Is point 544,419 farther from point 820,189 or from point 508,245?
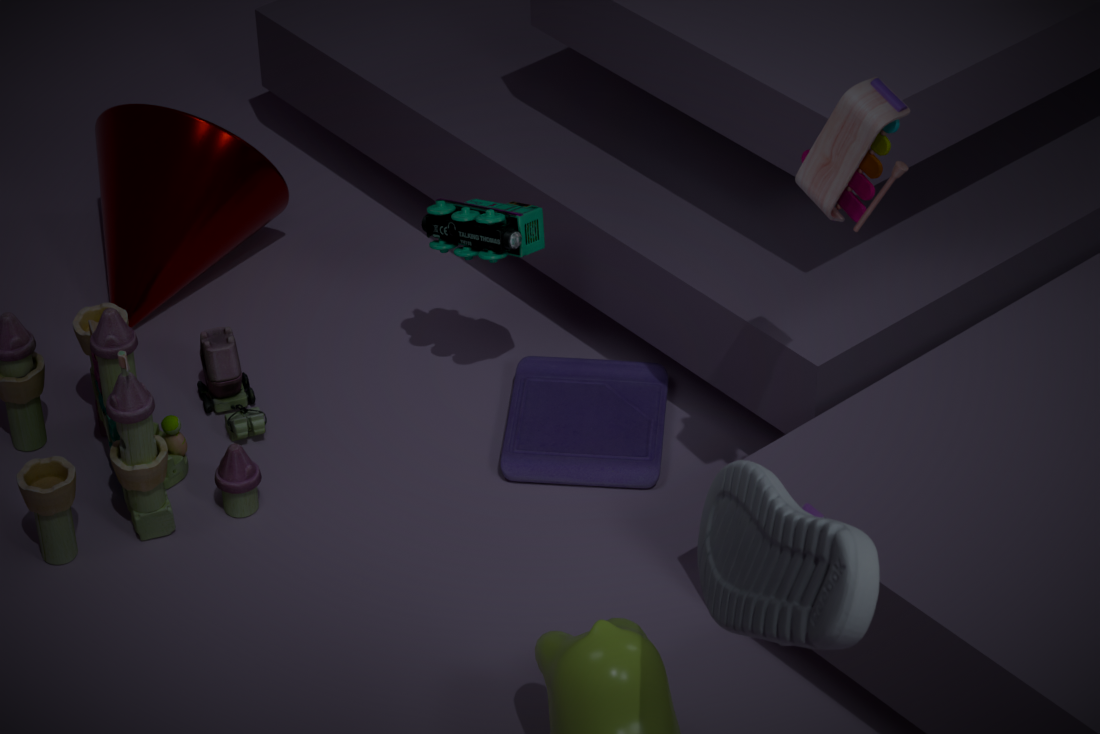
point 820,189
